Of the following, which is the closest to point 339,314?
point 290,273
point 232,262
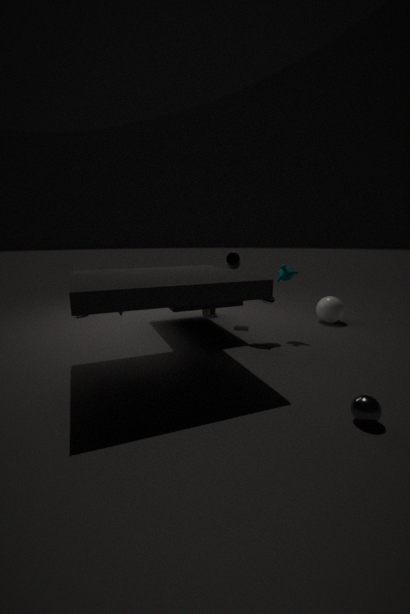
point 290,273
